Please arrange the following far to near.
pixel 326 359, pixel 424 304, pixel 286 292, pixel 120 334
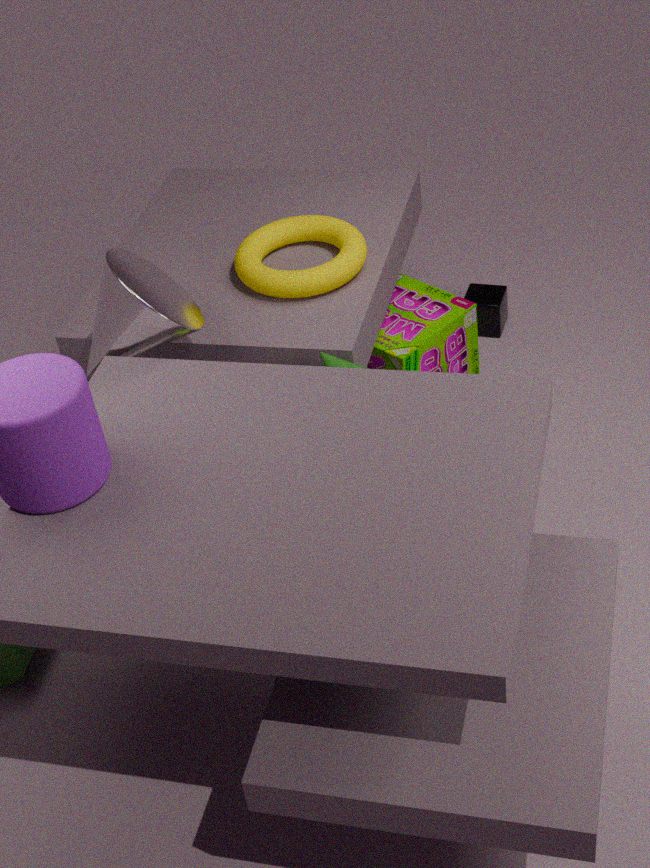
1. pixel 424 304
2. pixel 286 292
3. pixel 326 359
4. pixel 120 334
